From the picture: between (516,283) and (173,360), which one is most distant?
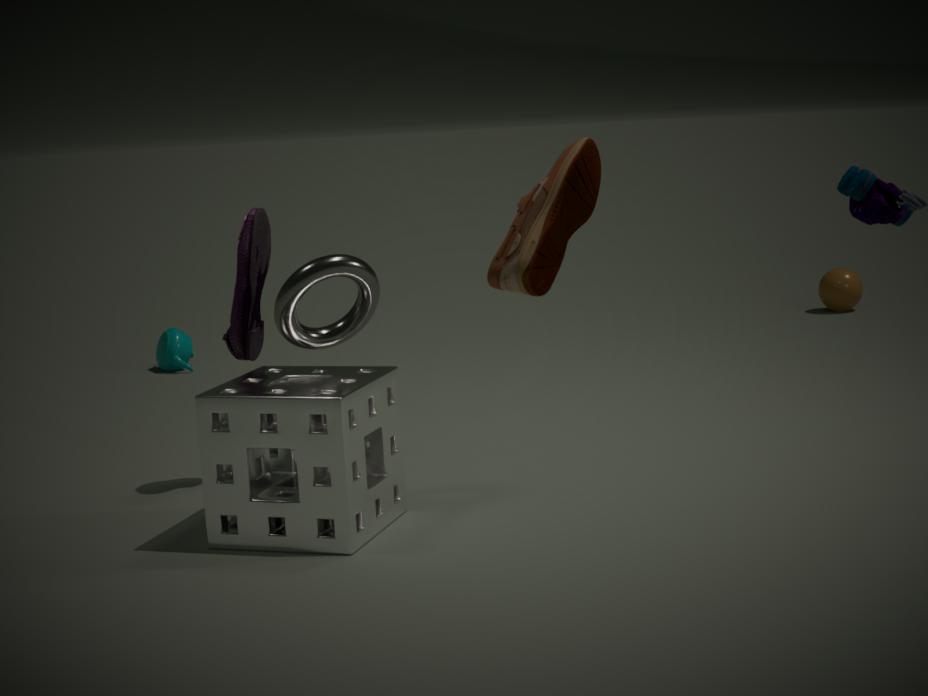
(173,360)
